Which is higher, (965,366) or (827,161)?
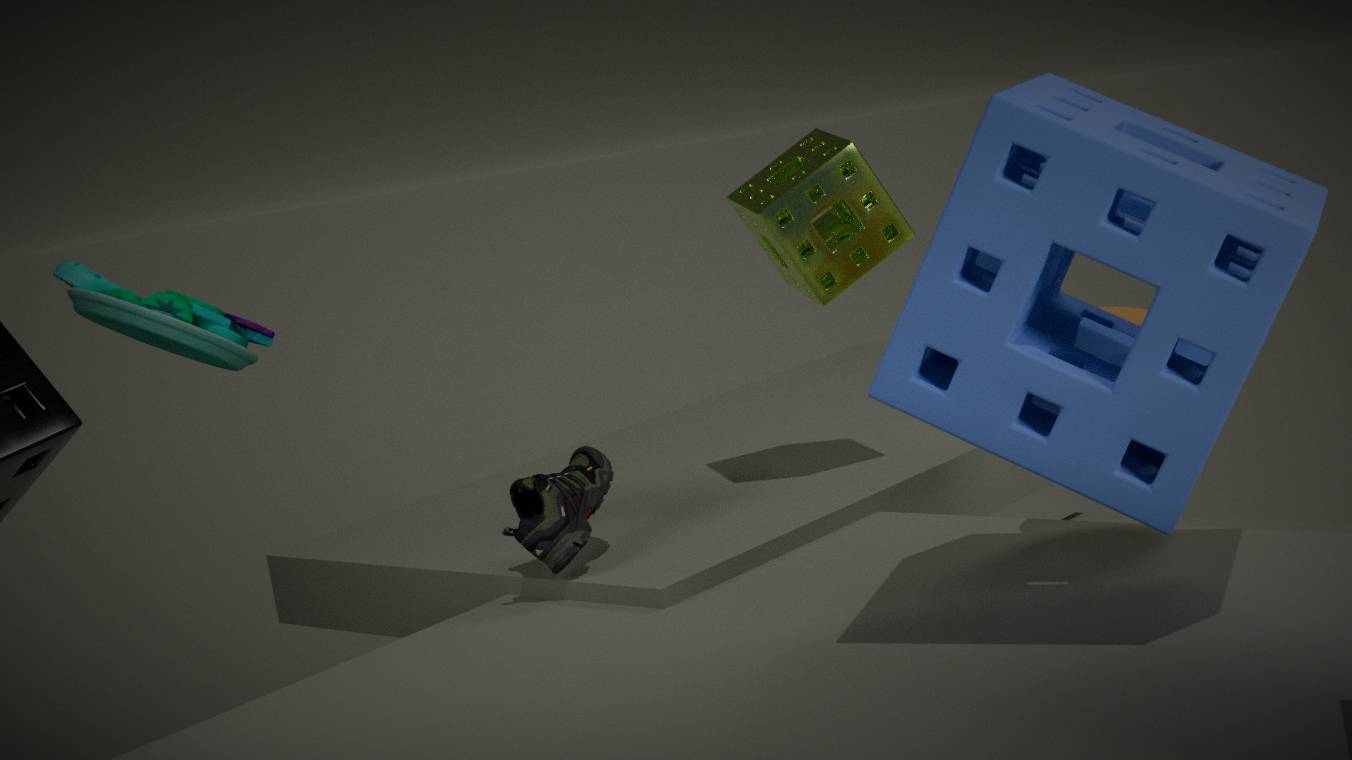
(827,161)
